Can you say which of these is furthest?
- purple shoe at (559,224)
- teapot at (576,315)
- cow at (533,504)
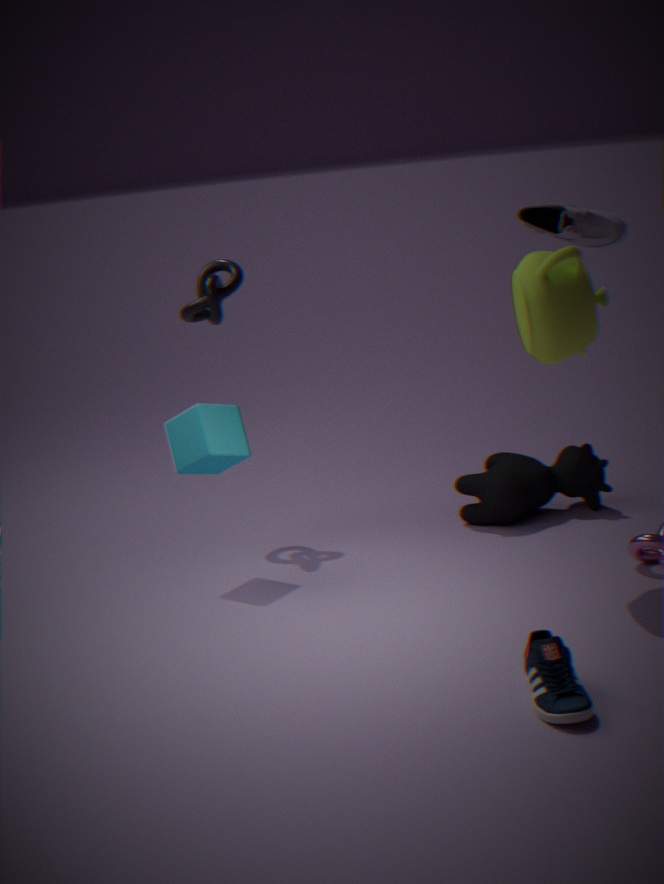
cow at (533,504)
